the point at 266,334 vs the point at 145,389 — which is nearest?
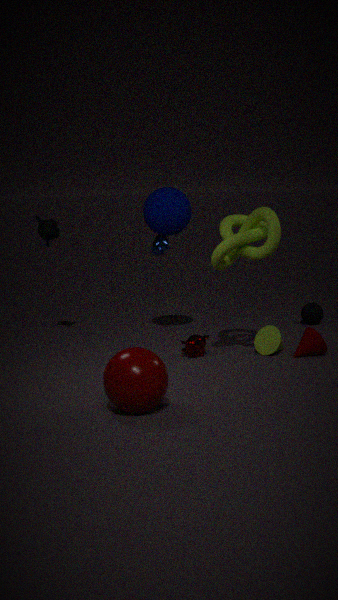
the point at 145,389
